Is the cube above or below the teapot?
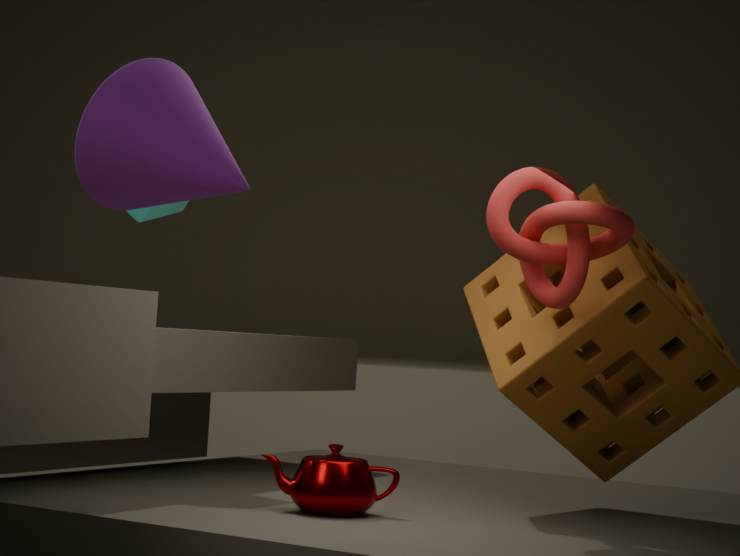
above
